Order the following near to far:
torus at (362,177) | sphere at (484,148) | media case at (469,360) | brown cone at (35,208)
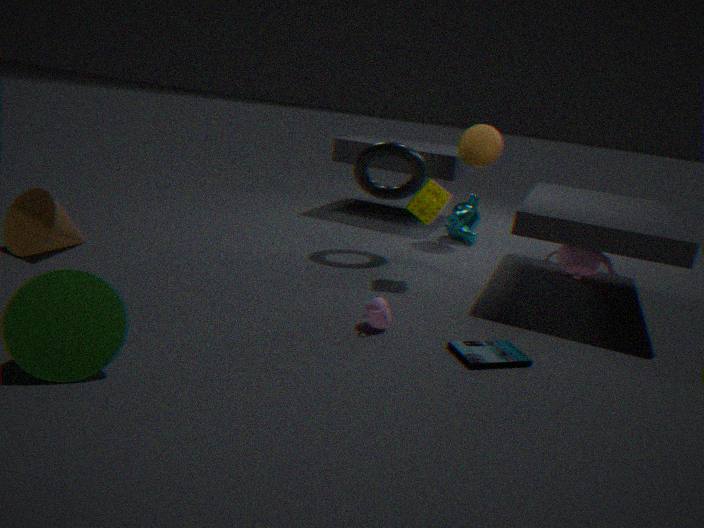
media case at (469,360), brown cone at (35,208), torus at (362,177), sphere at (484,148)
